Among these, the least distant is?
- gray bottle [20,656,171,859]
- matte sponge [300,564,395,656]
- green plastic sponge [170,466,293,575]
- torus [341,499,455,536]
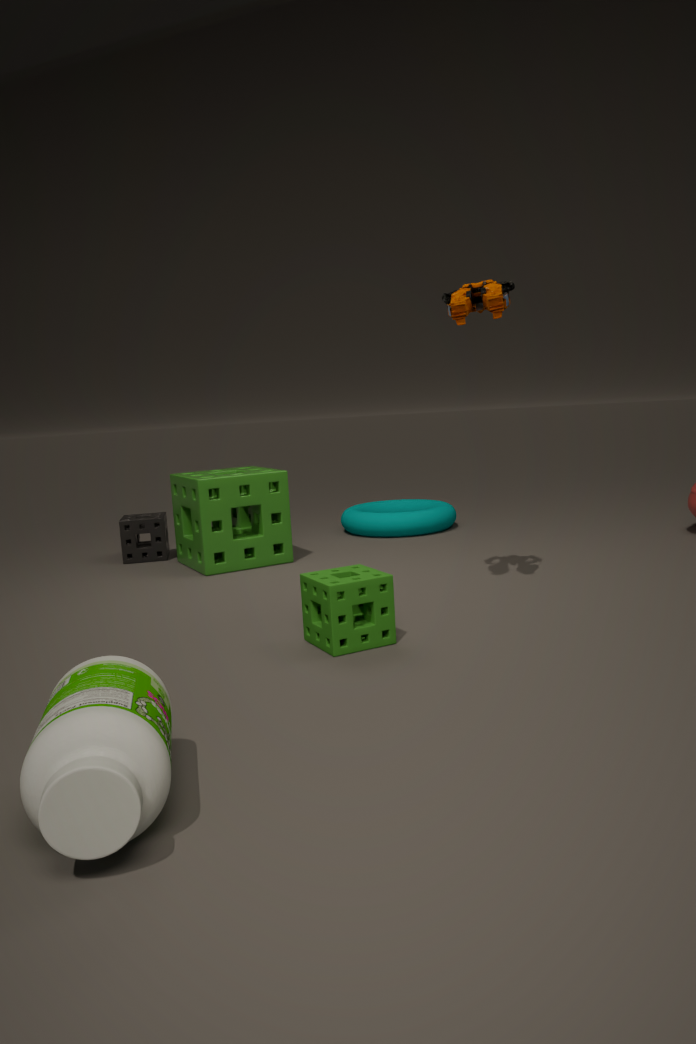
gray bottle [20,656,171,859]
